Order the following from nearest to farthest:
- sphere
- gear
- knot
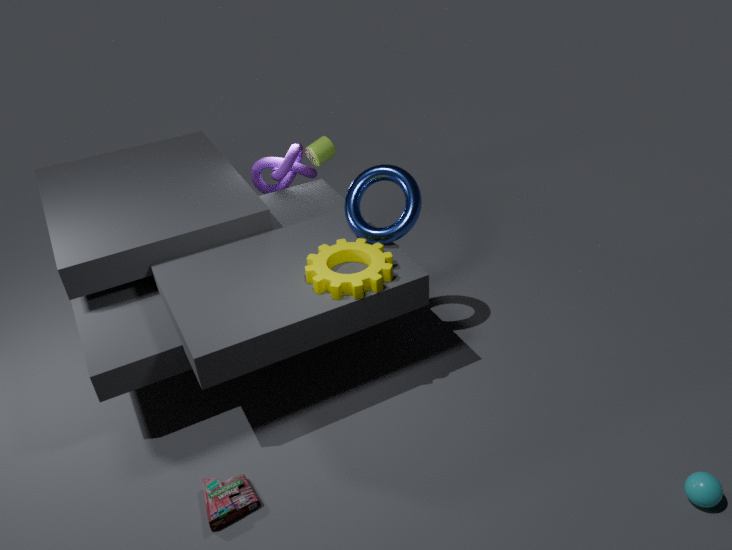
sphere
gear
knot
